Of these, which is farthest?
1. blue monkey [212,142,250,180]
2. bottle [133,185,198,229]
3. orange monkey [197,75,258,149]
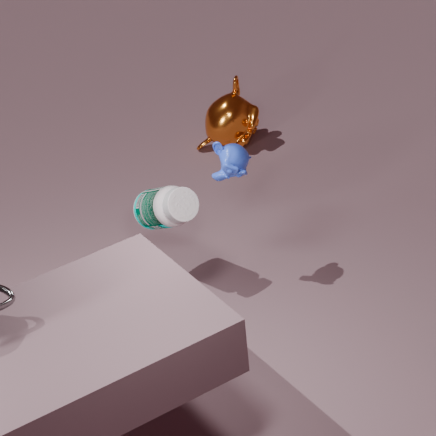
orange monkey [197,75,258,149]
